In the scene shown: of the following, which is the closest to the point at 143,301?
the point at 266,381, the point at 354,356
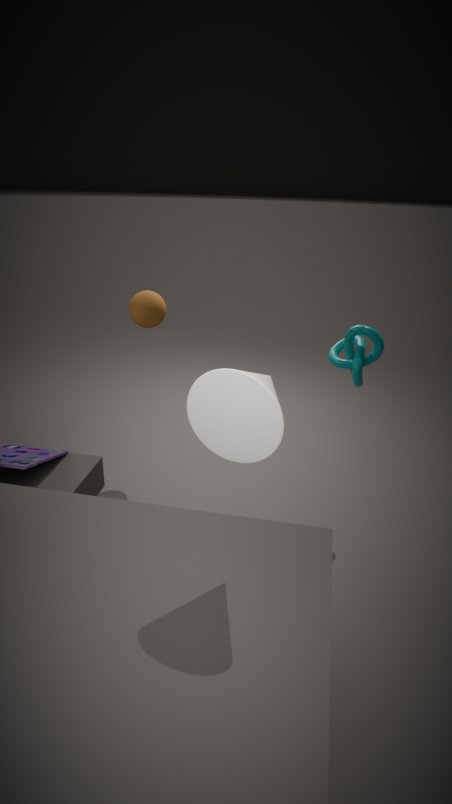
the point at 354,356
